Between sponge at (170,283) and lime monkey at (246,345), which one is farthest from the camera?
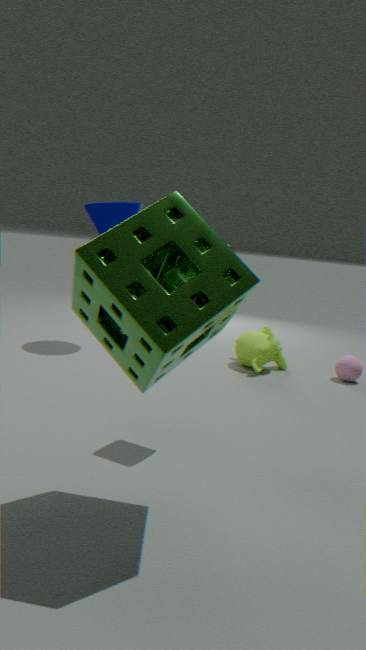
lime monkey at (246,345)
